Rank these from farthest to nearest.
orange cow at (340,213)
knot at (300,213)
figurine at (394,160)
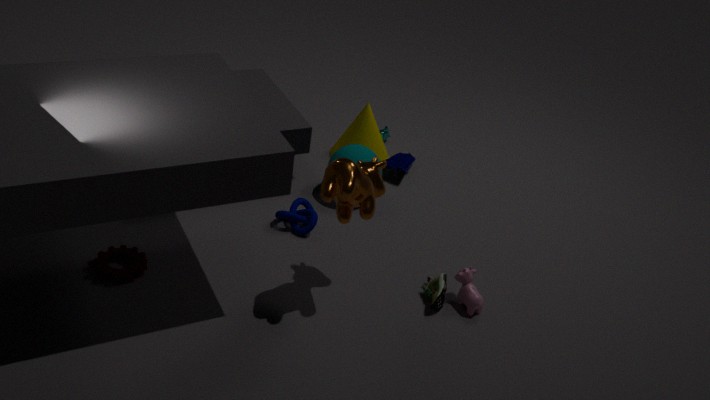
→ figurine at (394,160) < knot at (300,213) < orange cow at (340,213)
